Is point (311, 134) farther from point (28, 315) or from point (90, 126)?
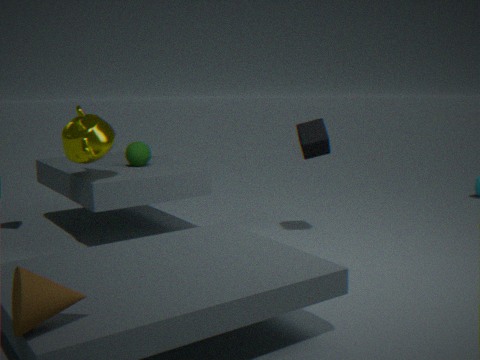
point (28, 315)
